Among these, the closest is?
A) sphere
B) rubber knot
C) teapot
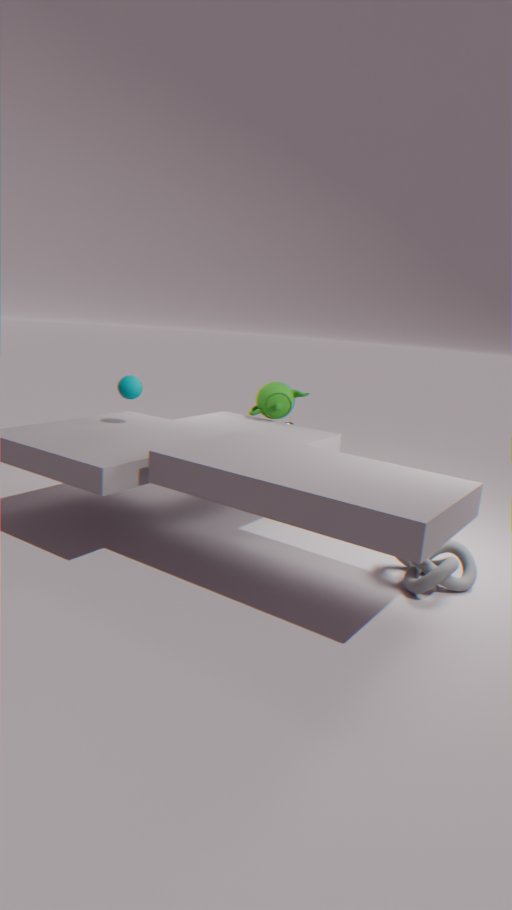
rubber knot
